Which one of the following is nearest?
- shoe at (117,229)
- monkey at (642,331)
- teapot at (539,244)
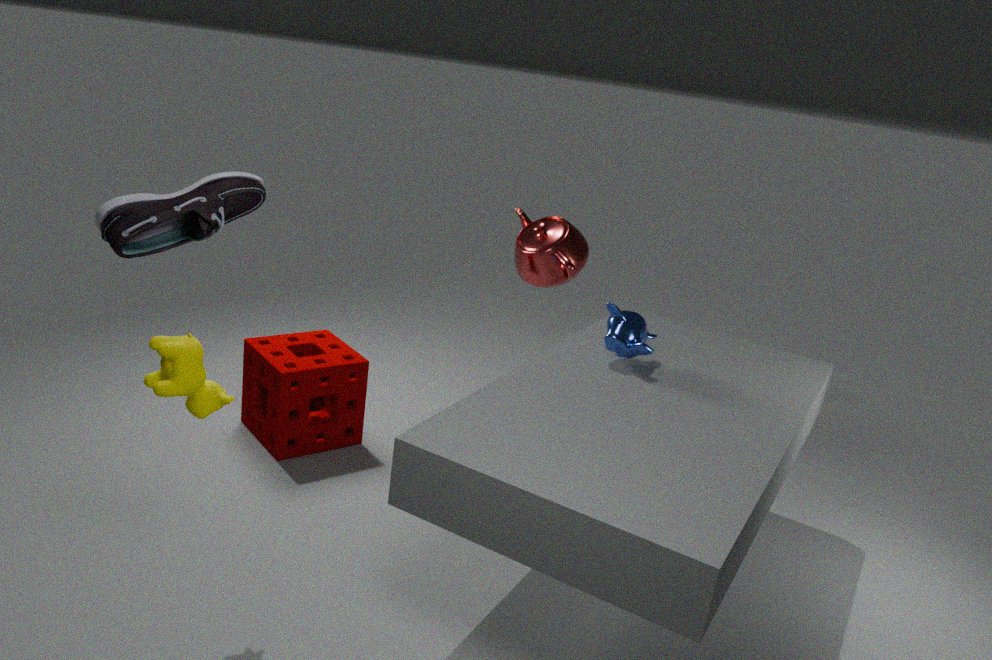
shoe at (117,229)
